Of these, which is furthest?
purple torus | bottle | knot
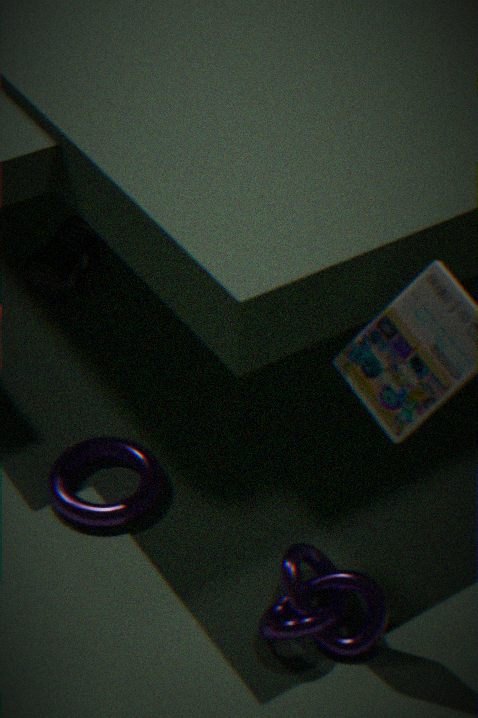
bottle
